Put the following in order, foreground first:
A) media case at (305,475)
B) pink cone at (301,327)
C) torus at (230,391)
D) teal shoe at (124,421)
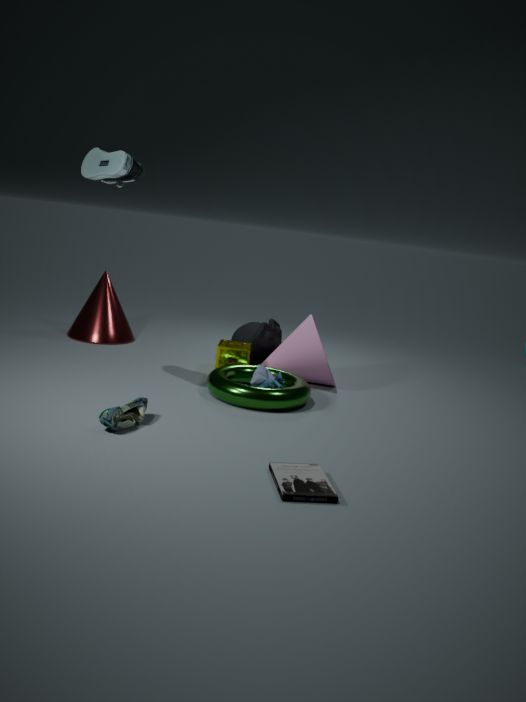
1. media case at (305,475)
2. teal shoe at (124,421)
3. torus at (230,391)
4. pink cone at (301,327)
